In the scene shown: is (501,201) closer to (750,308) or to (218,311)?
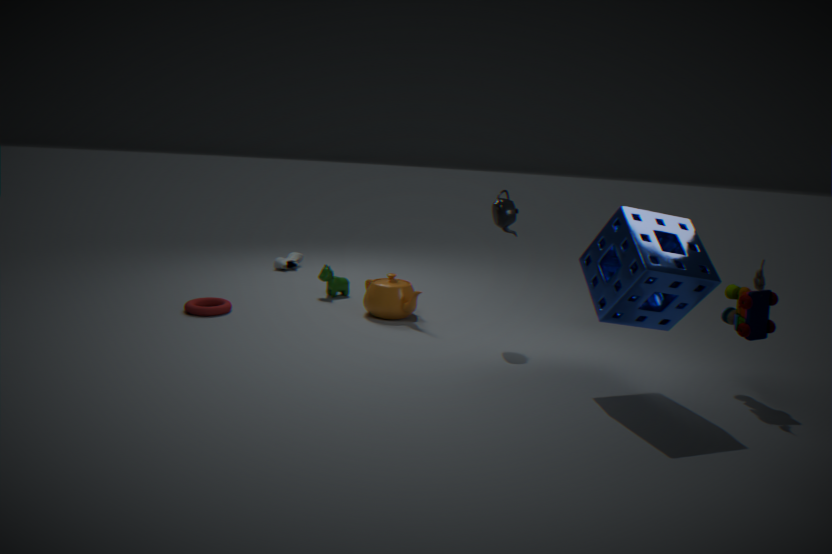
(750,308)
